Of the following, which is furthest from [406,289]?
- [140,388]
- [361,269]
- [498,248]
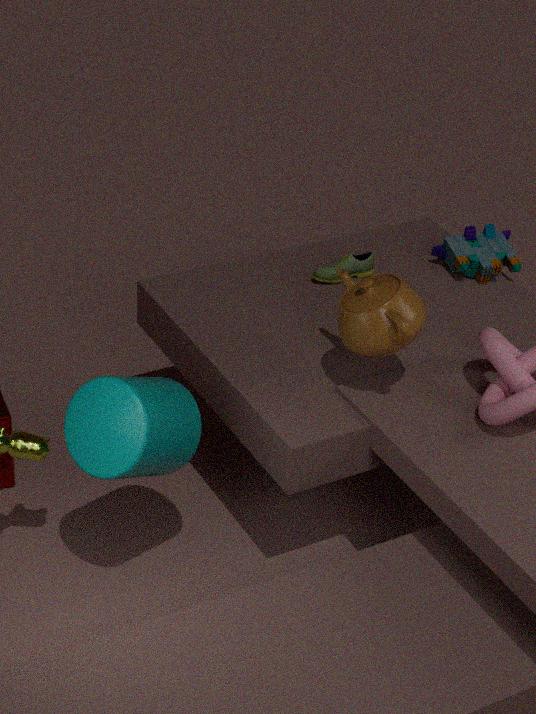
[498,248]
